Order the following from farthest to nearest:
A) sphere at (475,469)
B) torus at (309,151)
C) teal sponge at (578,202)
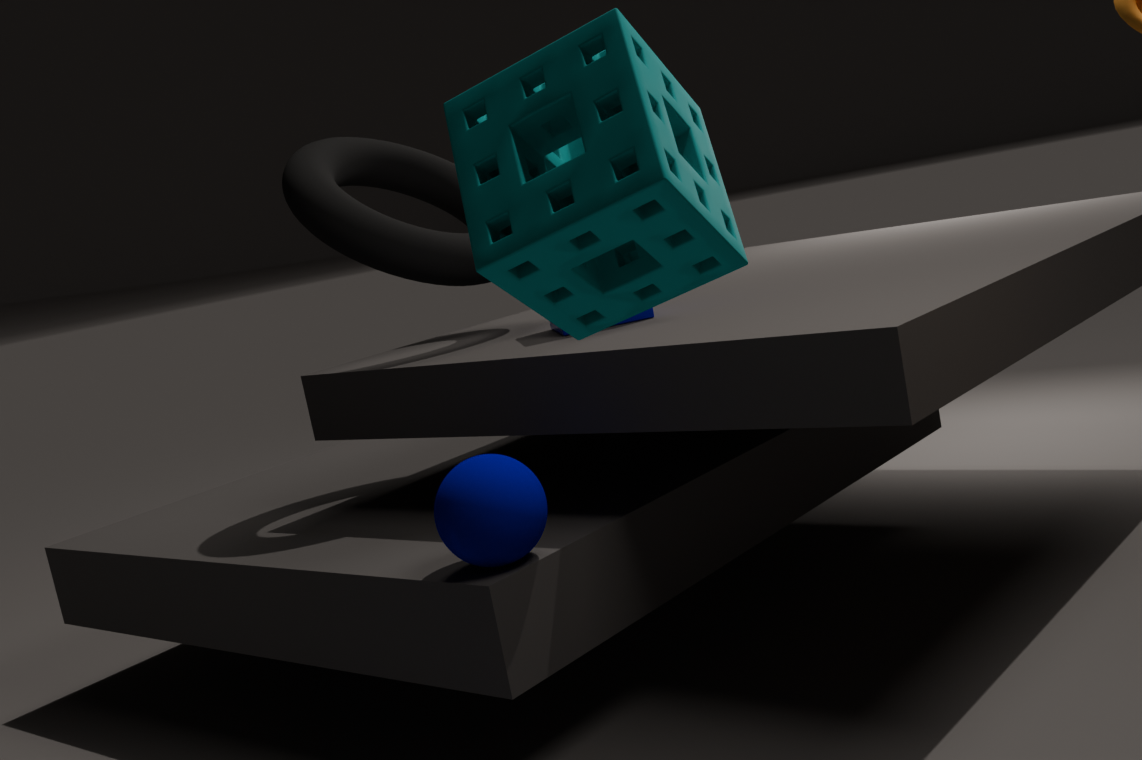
torus at (309,151), sphere at (475,469), teal sponge at (578,202)
